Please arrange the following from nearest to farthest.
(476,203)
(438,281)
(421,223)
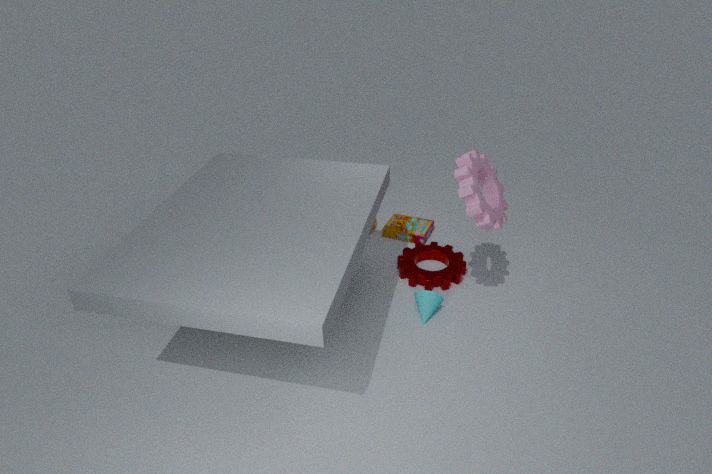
(476,203)
(438,281)
(421,223)
